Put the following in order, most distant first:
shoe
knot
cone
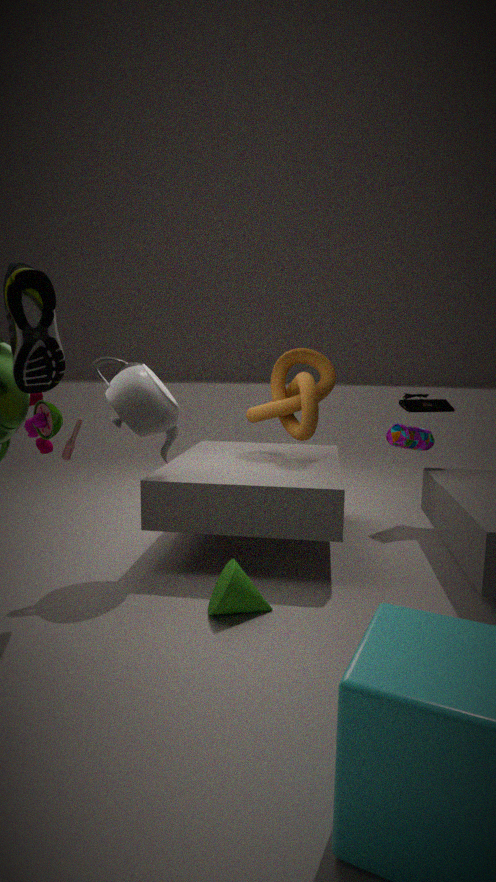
knot → cone → shoe
